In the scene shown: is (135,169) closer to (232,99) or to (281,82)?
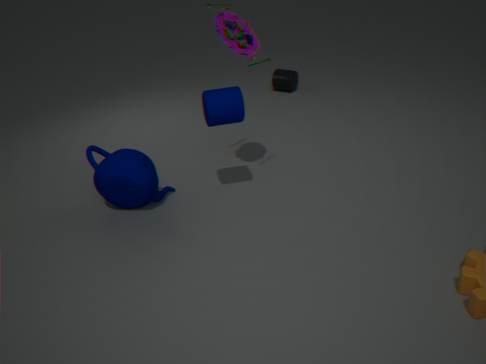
(232,99)
